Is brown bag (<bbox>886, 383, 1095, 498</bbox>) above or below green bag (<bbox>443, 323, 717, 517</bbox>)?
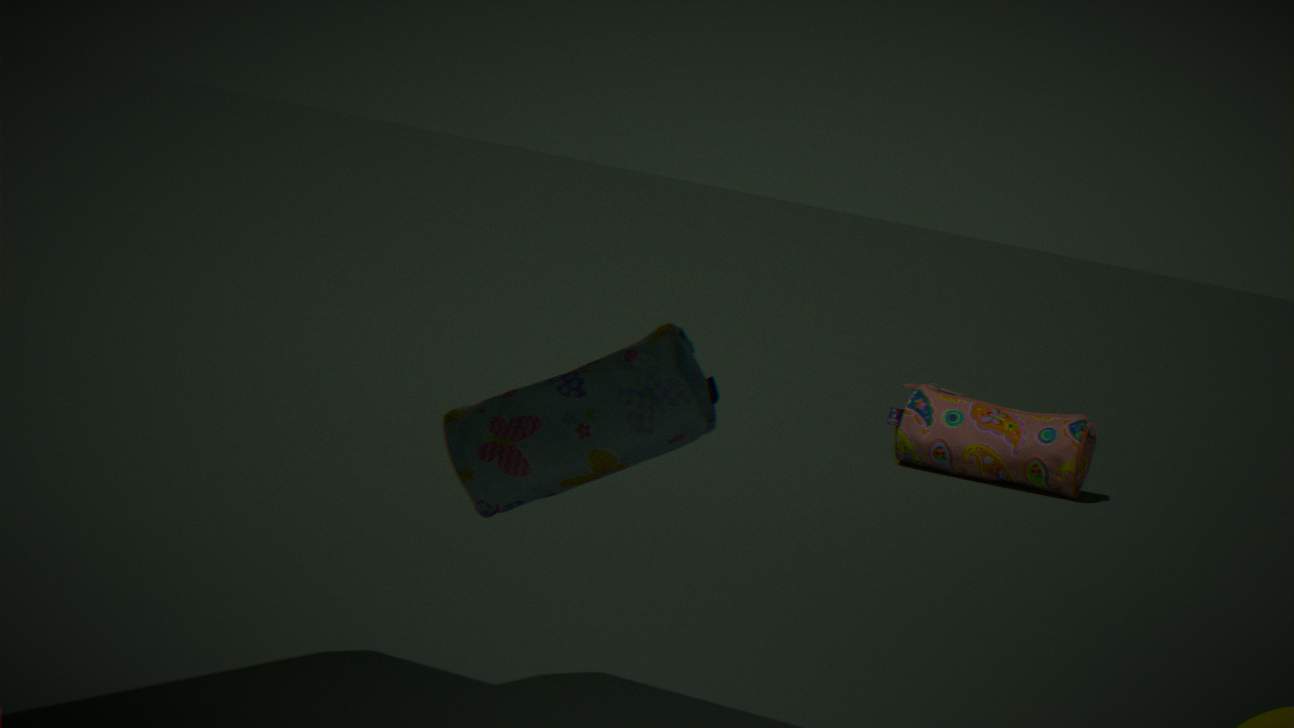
below
